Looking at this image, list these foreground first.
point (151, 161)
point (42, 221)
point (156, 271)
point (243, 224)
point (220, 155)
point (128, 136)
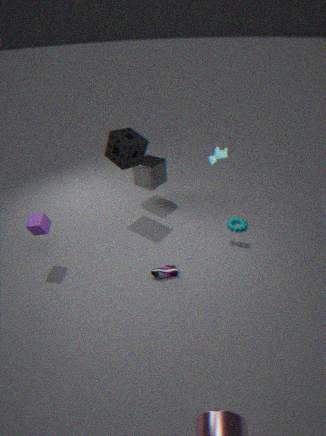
point (42, 221), point (156, 271), point (220, 155), point (128, 136), point (243, 224), point (151, 161)
